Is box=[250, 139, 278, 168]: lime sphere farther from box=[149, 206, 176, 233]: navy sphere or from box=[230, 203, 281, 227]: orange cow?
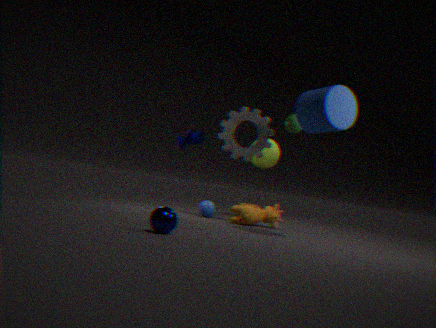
box=[149, 206, 176, 233]: navy sphere
